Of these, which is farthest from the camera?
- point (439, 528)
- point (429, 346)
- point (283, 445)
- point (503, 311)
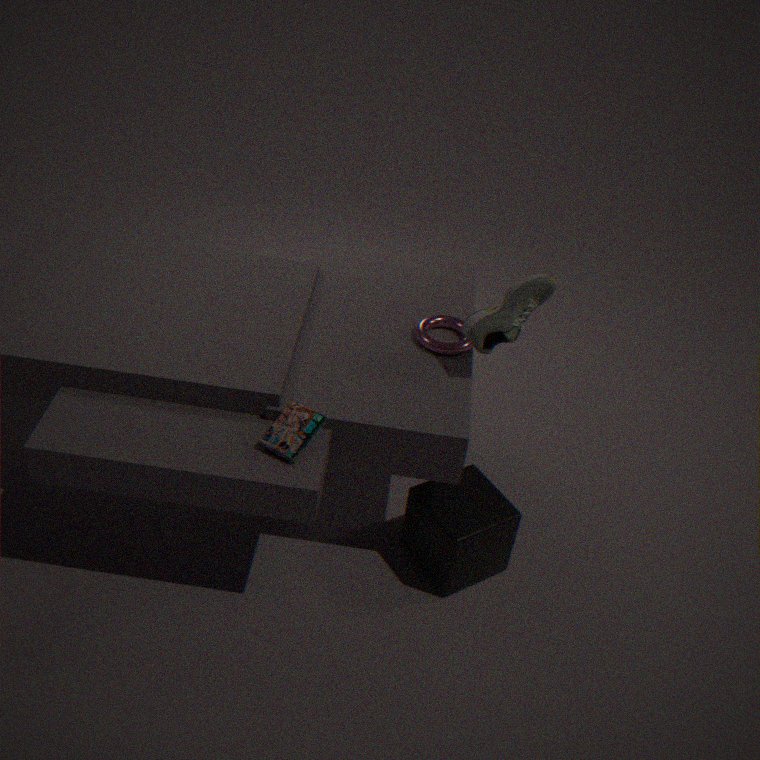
point (429, 346)
